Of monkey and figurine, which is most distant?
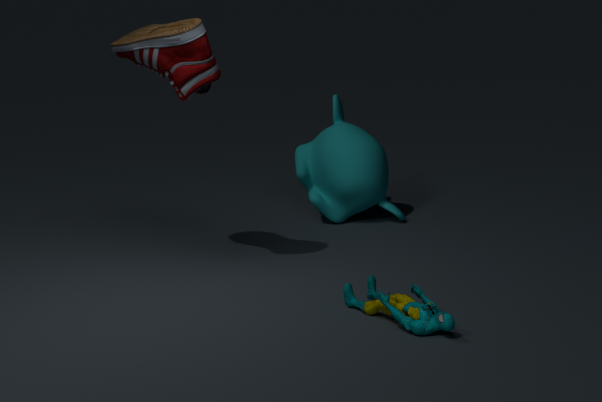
monkey
